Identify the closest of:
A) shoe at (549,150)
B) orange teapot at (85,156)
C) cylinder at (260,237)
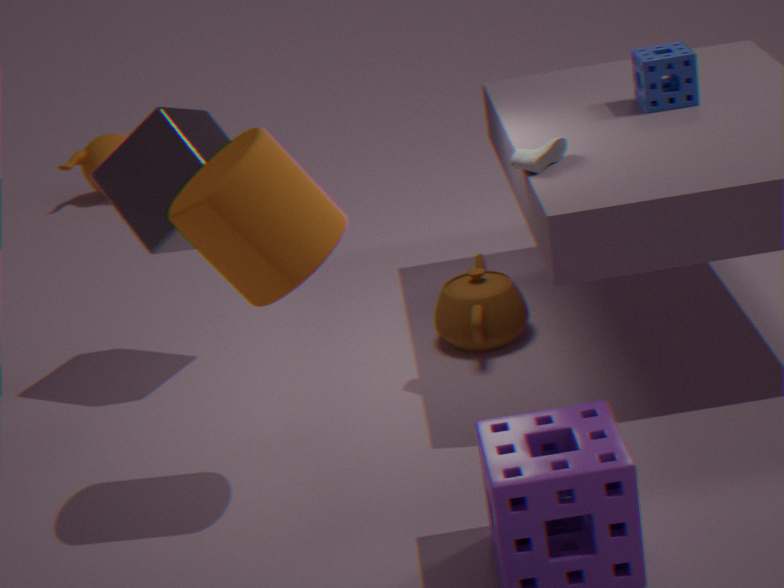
cylinder at (260,237)
